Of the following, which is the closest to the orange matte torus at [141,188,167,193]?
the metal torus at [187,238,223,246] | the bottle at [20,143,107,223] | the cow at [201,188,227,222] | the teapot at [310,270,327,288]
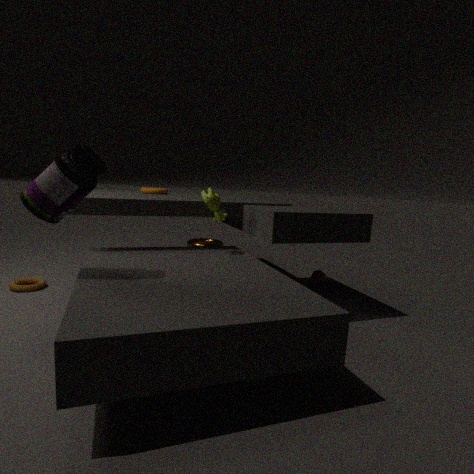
the cow at [201,188,227,222]
